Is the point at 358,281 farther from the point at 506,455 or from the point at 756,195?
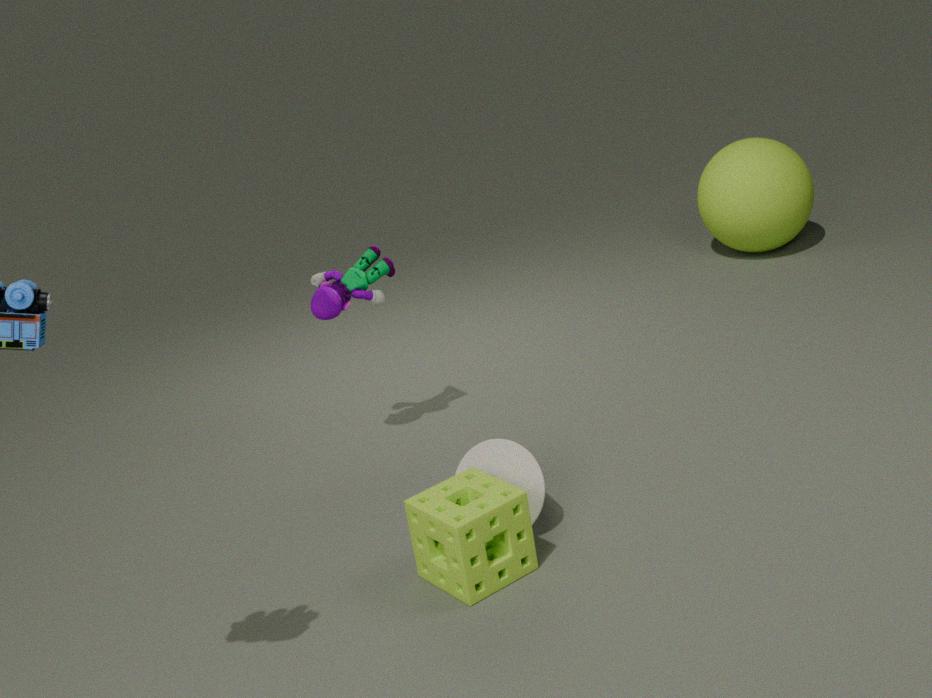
the point at 756,195
